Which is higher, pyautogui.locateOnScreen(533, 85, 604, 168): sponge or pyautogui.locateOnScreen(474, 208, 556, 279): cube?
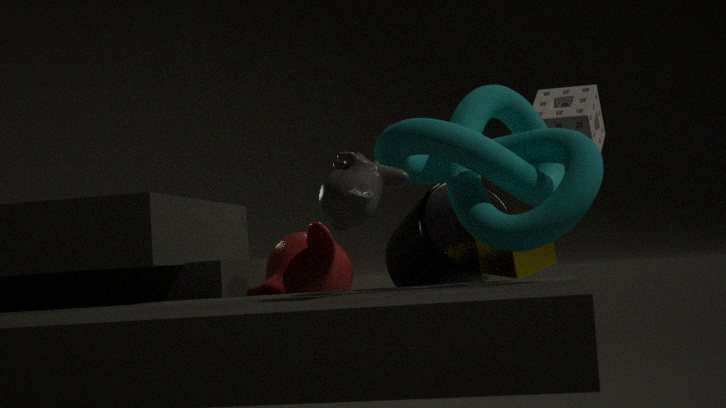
pyautogui.locateOnScreen(533, 85, 604, 168): sponge
